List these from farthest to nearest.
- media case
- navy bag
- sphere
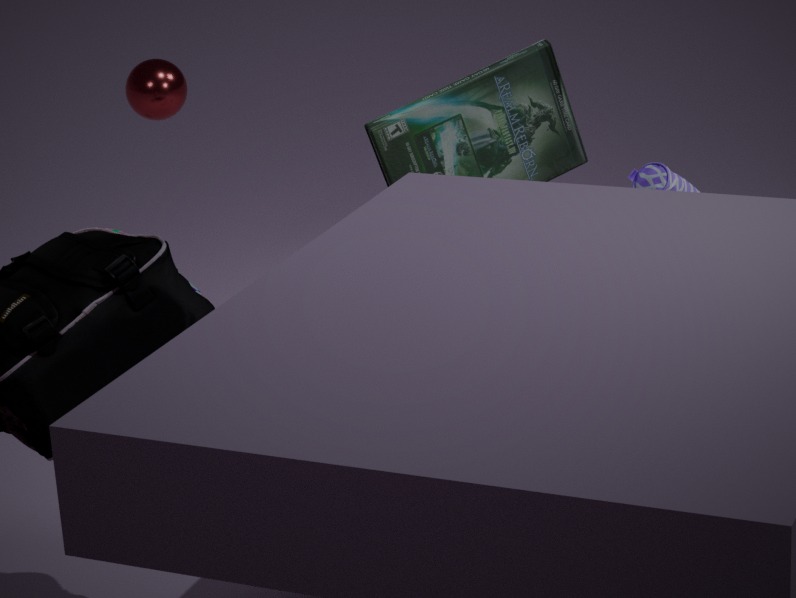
sphere → media case → navy bag
